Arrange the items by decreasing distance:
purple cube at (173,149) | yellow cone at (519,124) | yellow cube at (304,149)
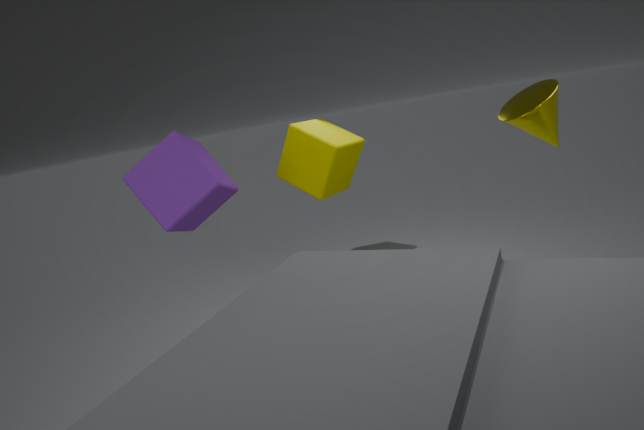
1. yellow cube at (304,149)
2. purple cube at (173,149)
3. yellow cone at (519,124)
